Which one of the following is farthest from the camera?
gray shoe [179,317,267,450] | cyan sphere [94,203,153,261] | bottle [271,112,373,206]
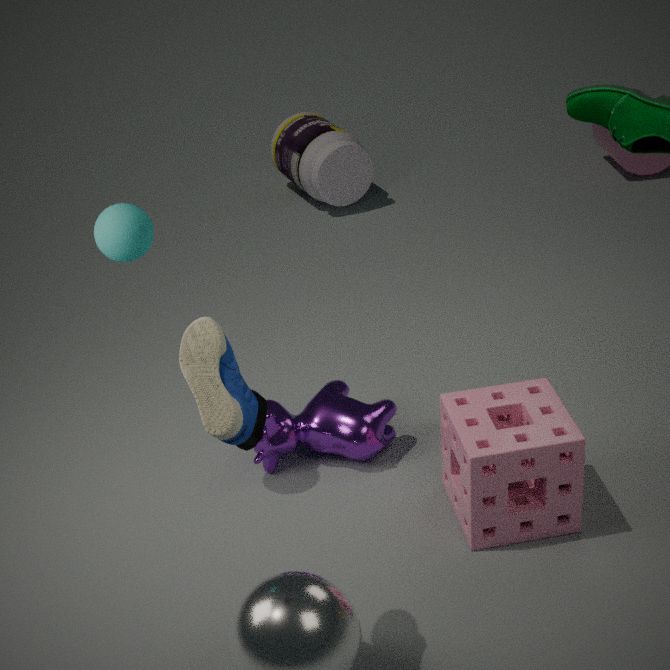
bottle [271,112,373,206]
